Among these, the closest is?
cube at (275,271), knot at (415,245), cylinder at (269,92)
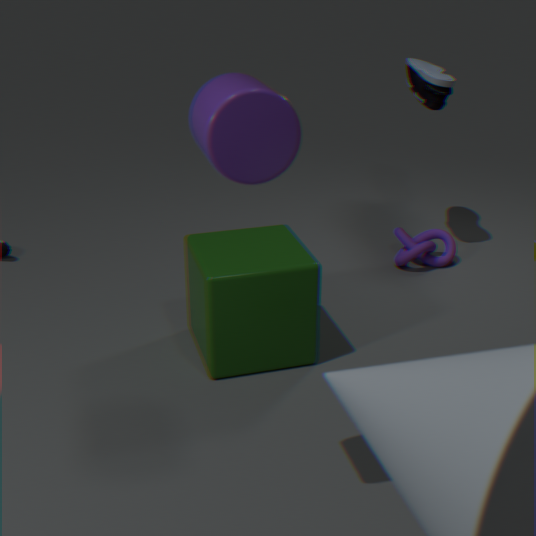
cylinder at (269,92)
